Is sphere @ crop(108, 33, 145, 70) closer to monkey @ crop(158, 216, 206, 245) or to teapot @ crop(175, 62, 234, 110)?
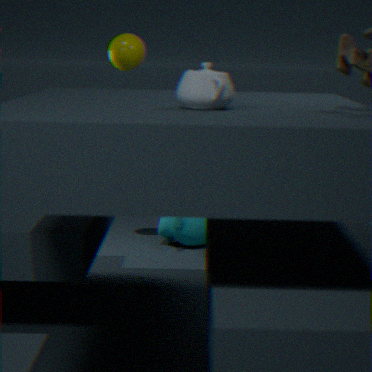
monkey @ crop(158, 216, 206, 245)
